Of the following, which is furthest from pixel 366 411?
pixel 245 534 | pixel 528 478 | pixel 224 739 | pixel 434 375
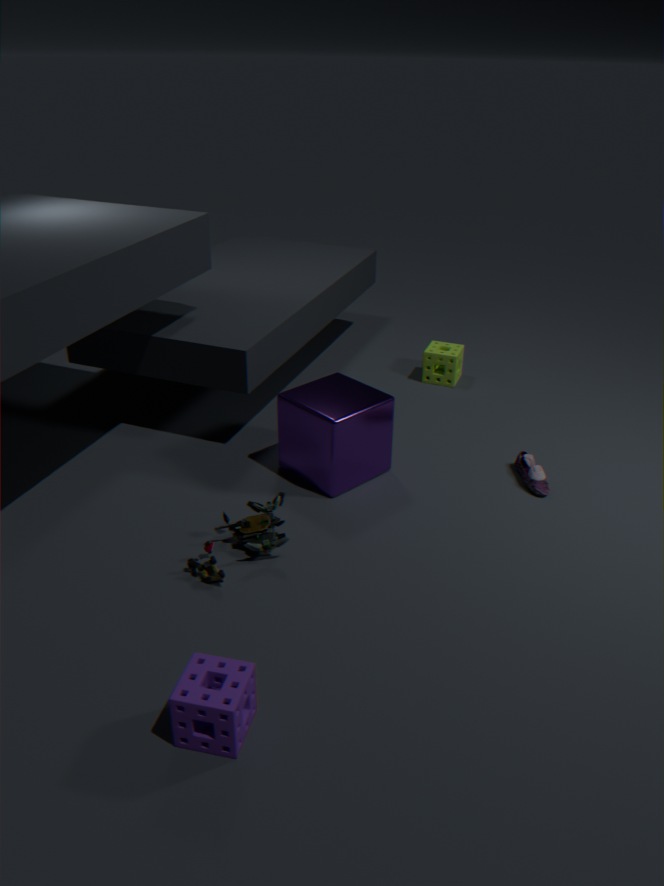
pixel 224 739
